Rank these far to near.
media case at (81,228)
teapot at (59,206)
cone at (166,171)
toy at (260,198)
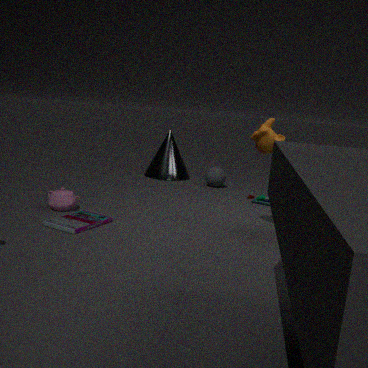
1. cone at (166,171)
2. toy at (260,198)
3. teapot at (59,206)
4. media case at (81,228)
